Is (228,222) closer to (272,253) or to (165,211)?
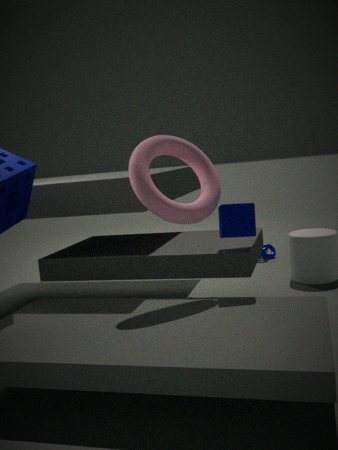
(165,211)
